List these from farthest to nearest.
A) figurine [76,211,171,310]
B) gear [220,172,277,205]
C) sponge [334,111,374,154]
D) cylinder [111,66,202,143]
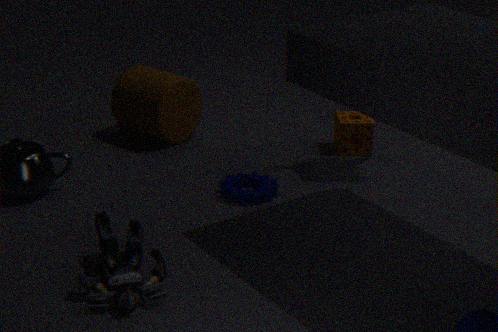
cylinder [111,66,202,143] → sponge [334,111,374,154] → gear [220,172,277,205] → figurine [76,211,171,310]
